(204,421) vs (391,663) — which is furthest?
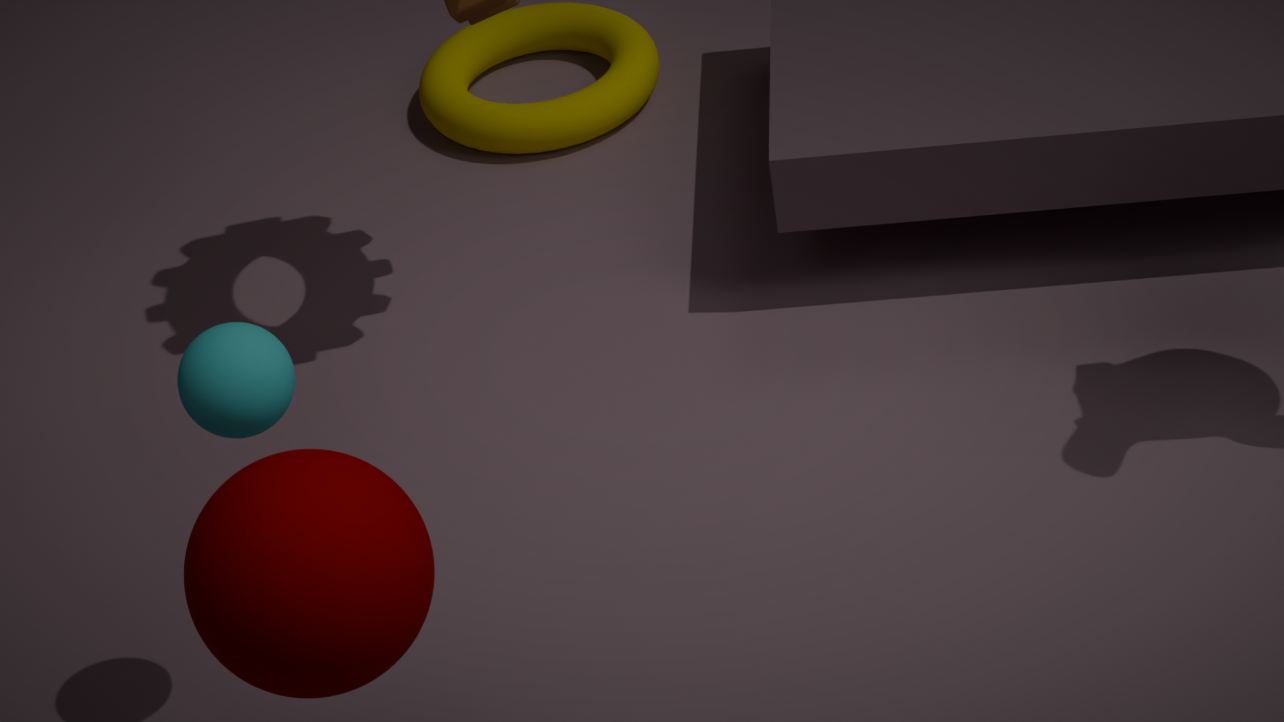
(204,421)
